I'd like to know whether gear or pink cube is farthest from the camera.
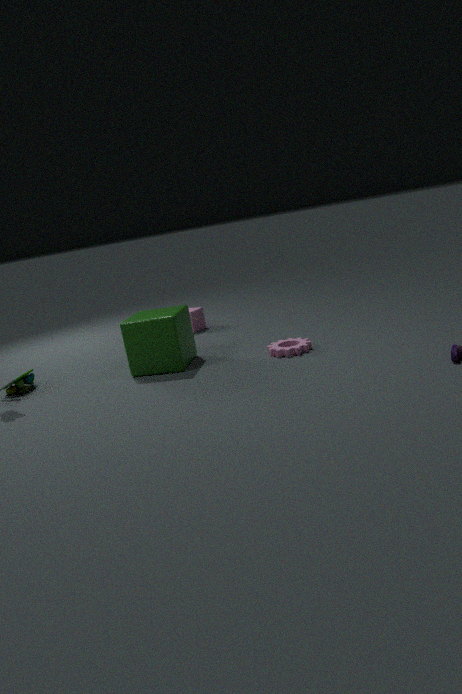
pink cube
